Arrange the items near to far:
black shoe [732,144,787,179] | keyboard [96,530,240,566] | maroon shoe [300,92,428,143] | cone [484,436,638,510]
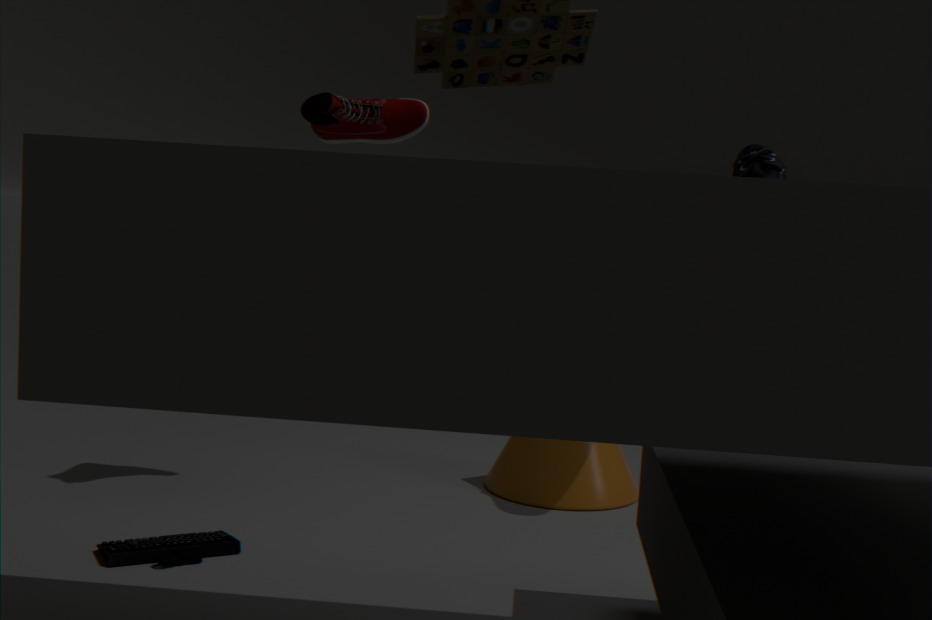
keyboard [96,530,240,566], maroon shoe [300,92,428,143], black shoe [732,144,787,179], cone [484,436,638,510]
